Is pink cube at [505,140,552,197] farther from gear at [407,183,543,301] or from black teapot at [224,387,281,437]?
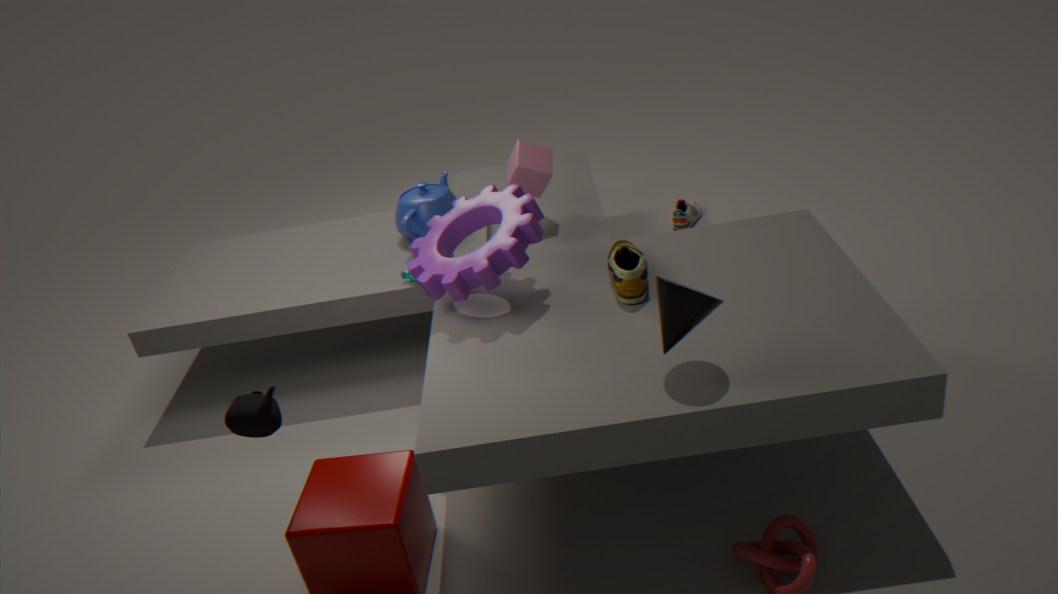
black teapot at [224,387,281,437]
